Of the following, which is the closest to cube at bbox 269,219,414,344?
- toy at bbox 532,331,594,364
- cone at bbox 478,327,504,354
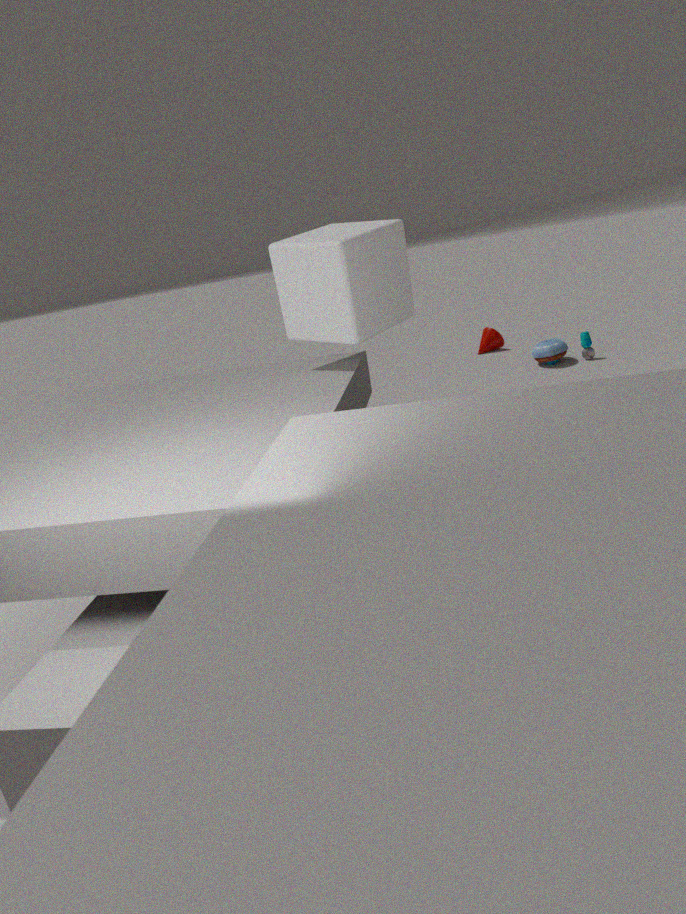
toy at bbox 532,331,594,364
